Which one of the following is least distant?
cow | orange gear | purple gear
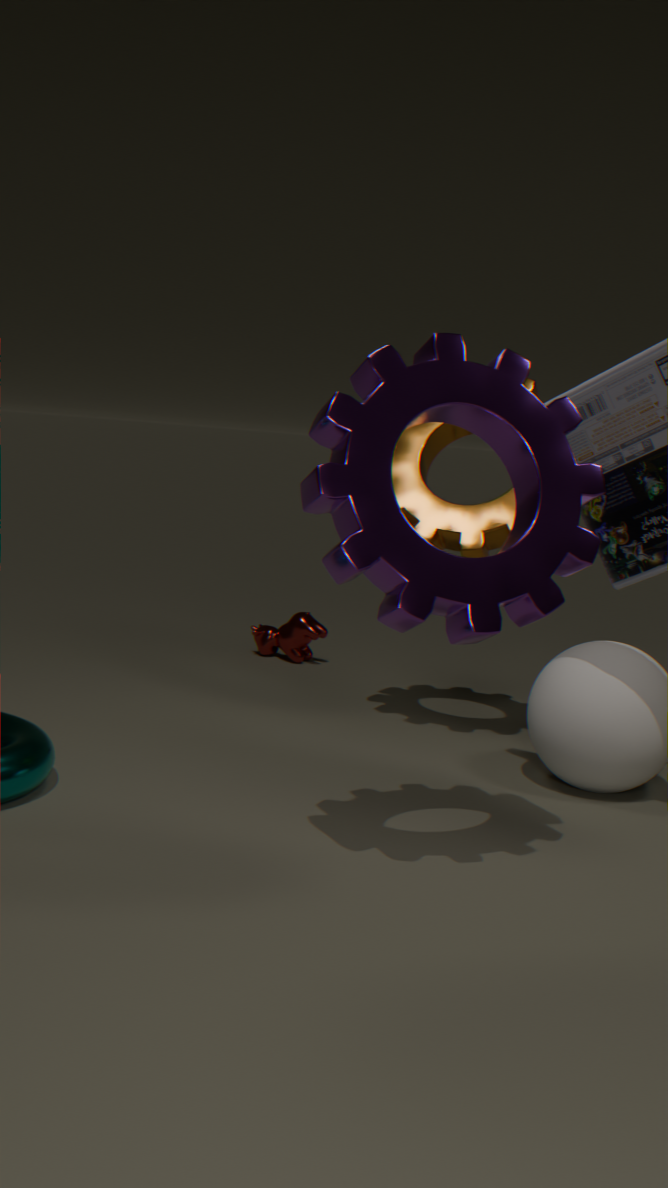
purple gear
